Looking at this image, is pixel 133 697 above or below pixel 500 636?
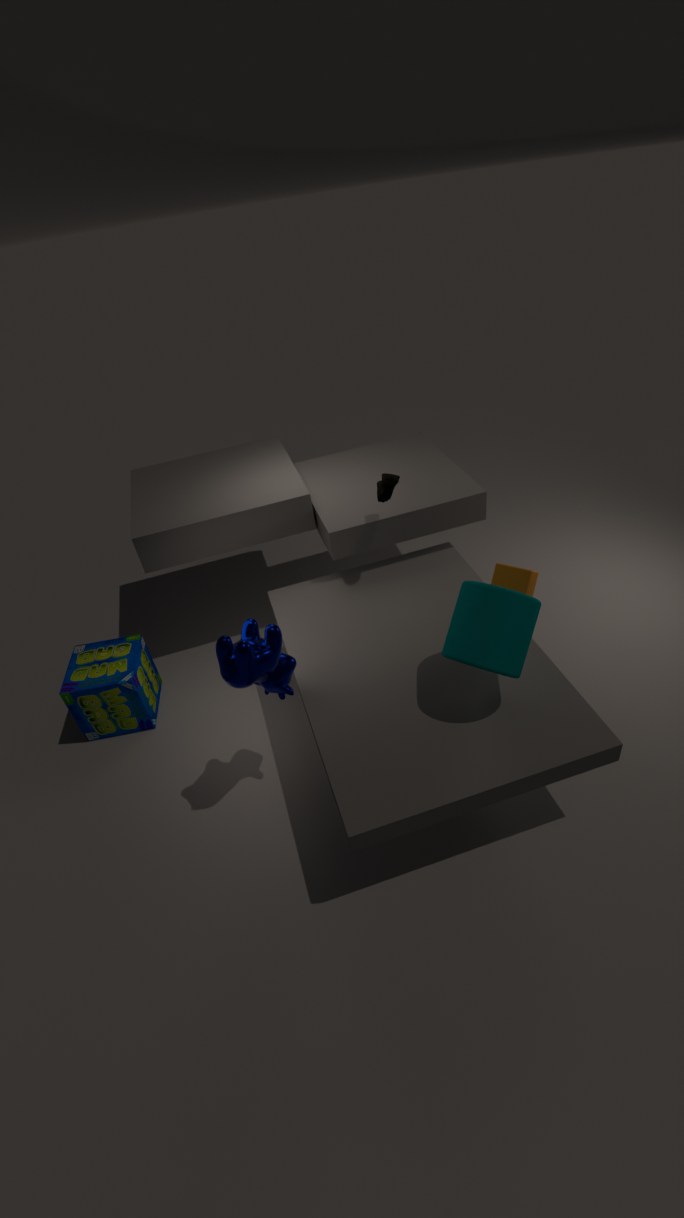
below
